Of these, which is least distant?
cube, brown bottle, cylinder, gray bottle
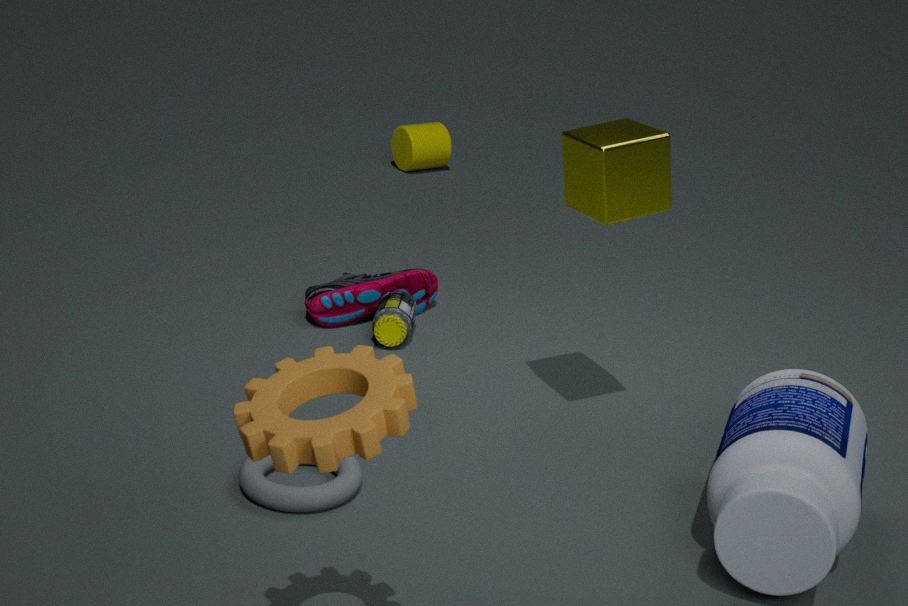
gray bottle
